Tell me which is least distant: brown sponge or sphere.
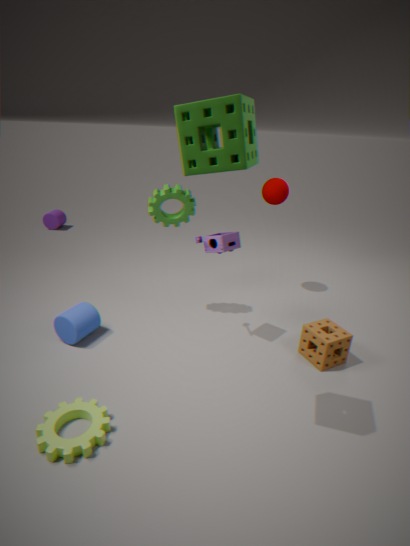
brown sponge
